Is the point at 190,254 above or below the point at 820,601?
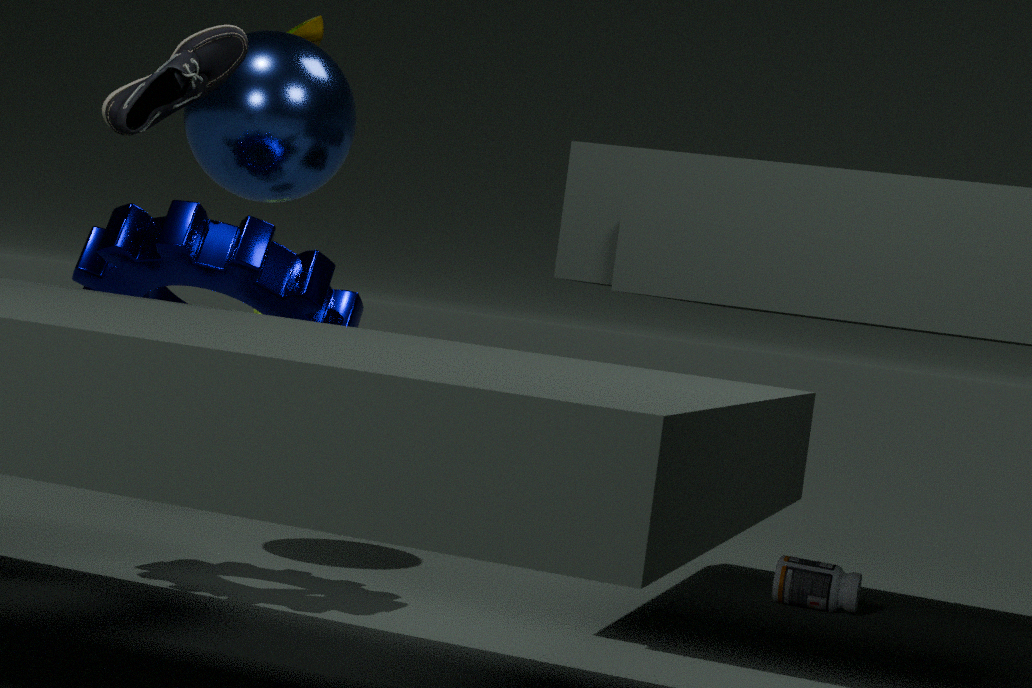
above
